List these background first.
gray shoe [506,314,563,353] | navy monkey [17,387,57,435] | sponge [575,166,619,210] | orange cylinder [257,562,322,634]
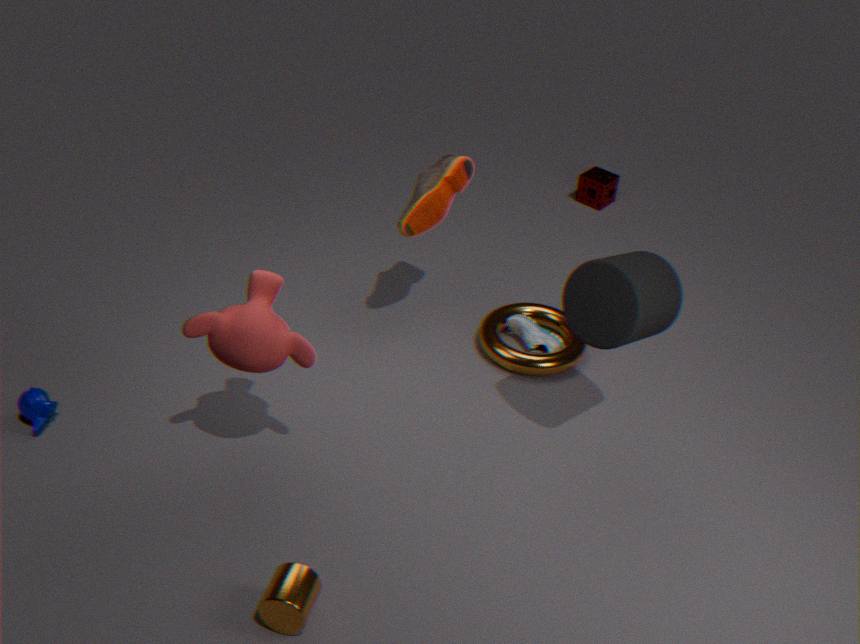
1. sponge [575,166,619,210]
2. gray shoe [506,314,563,353]
3. navy monkey [17,387,57,435]
4. orange cylinder [257,562,322,634]
